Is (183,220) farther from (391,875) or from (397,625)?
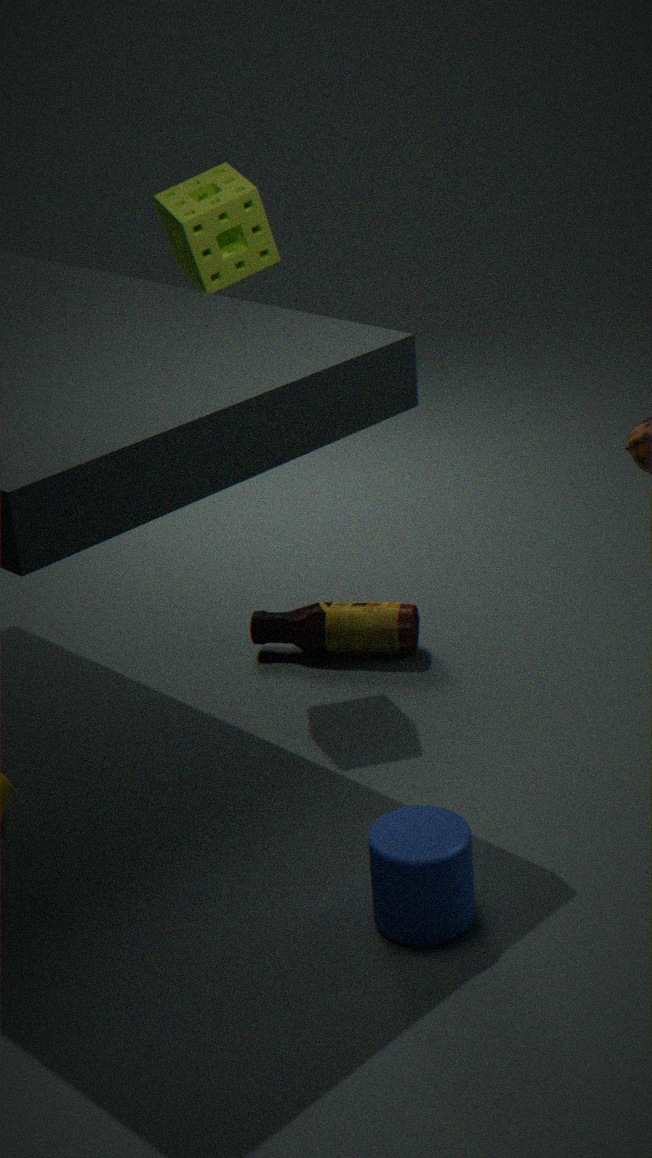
(391,875)
